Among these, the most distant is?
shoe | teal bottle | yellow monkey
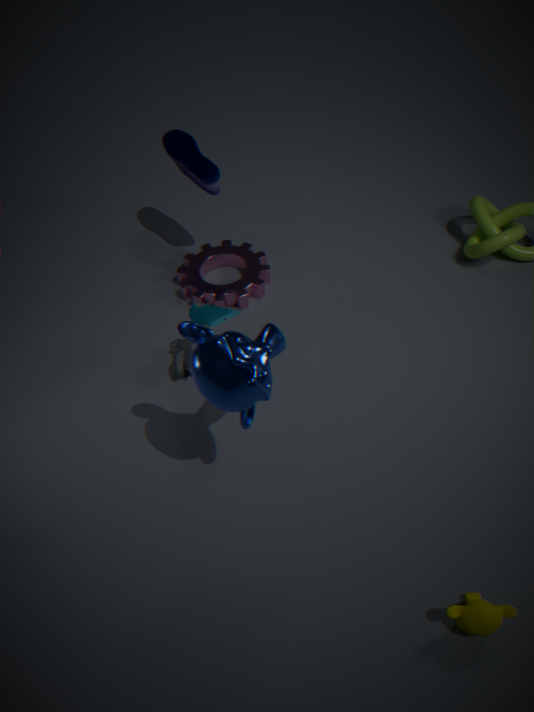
shoe
